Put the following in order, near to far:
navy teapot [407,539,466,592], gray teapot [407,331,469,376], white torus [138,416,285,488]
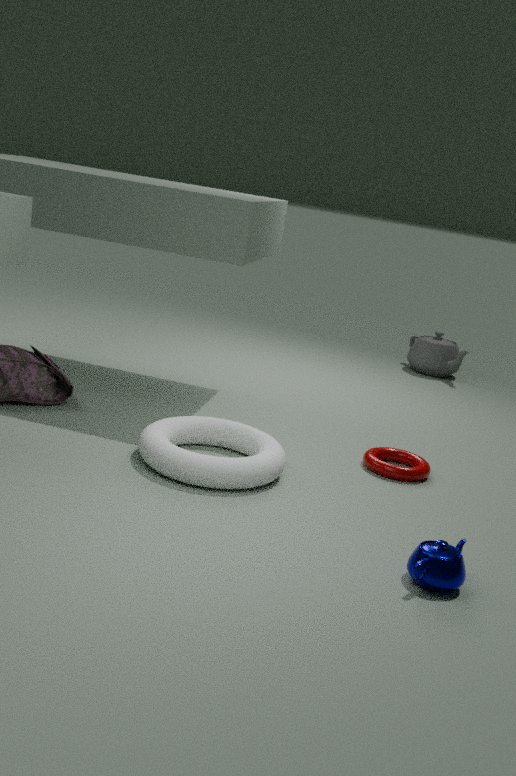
navy teapot [407,539,466,592] < white torus [138,416,285,488] < gray teapot [407,331,469,376]
